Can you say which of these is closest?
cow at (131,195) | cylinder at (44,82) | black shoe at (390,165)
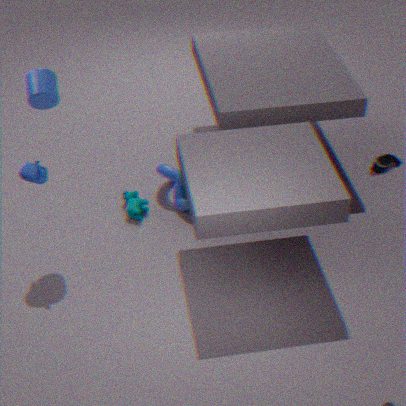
black shoe at (390,165)
